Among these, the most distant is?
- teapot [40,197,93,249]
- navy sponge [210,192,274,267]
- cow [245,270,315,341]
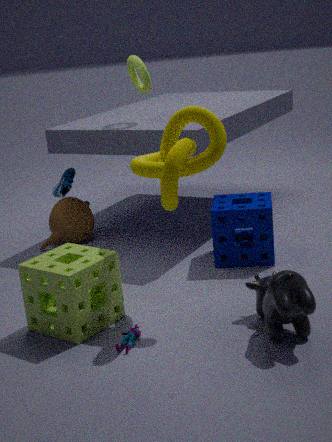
teapot [40,197,93,249]
